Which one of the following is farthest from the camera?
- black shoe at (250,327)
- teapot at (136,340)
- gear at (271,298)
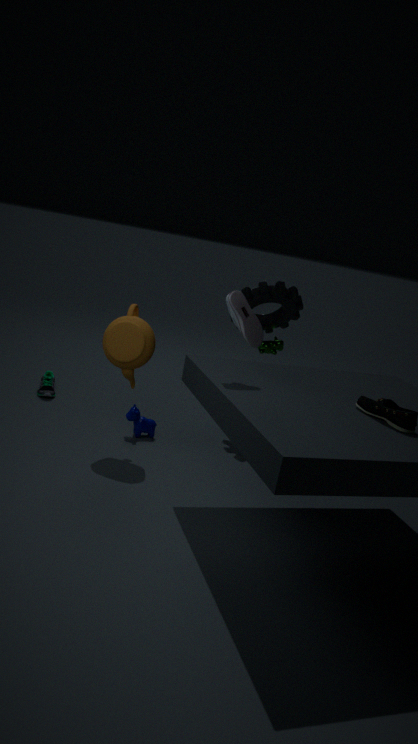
gear at (271,298)
